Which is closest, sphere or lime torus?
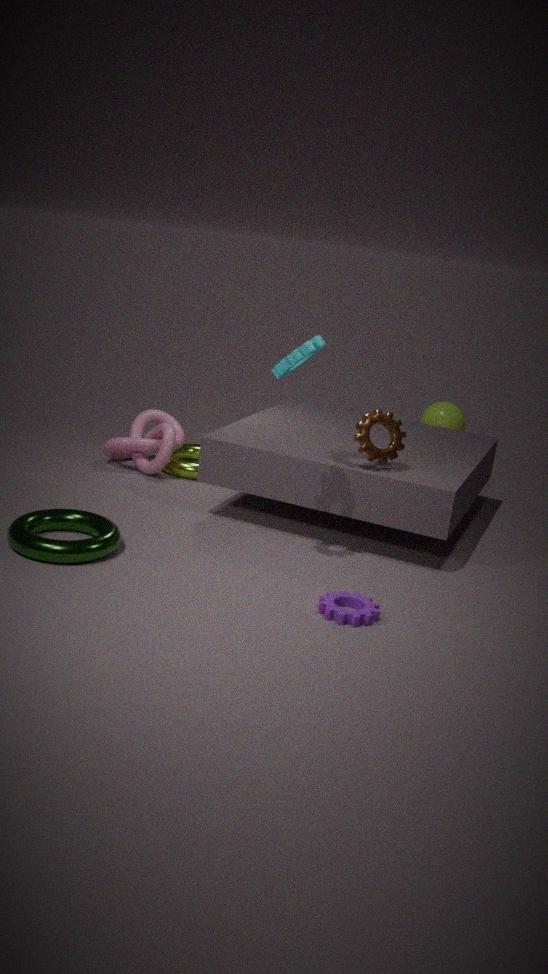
lime torus
